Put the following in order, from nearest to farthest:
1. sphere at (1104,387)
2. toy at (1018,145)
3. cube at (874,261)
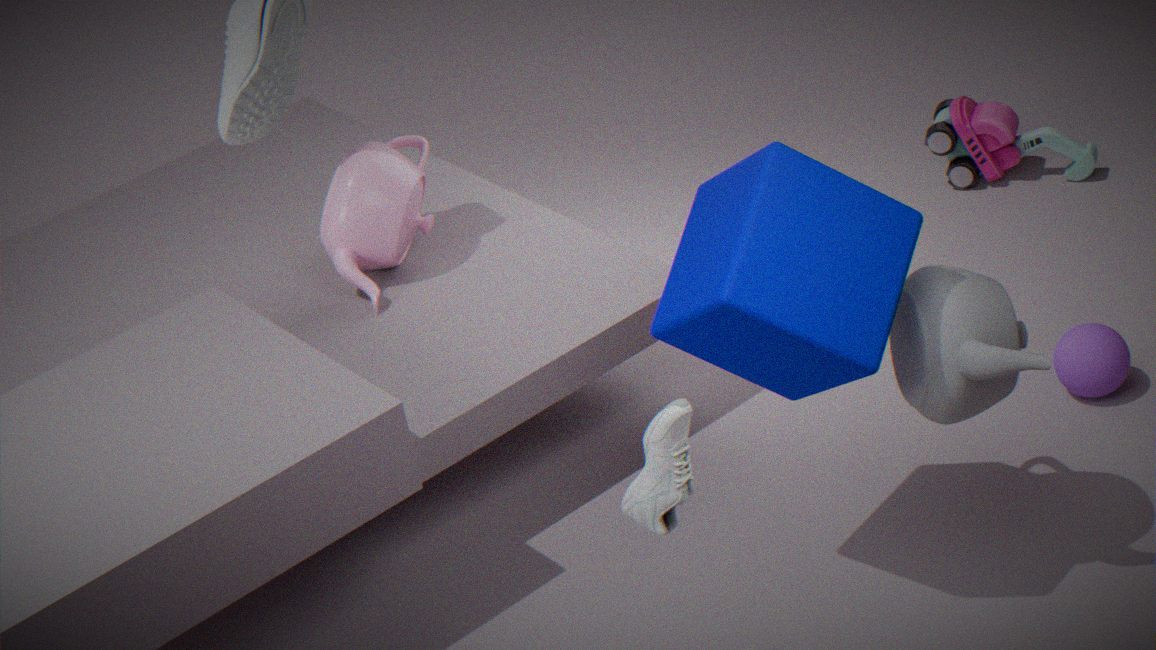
cube at (874,261) → sphere at (1104,387) → toy at (1018,145)
